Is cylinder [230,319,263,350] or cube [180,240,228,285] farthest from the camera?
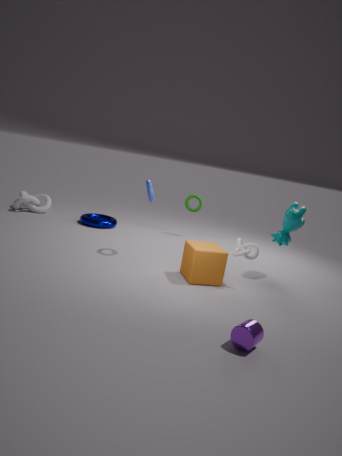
cube [180,240,228,285]
